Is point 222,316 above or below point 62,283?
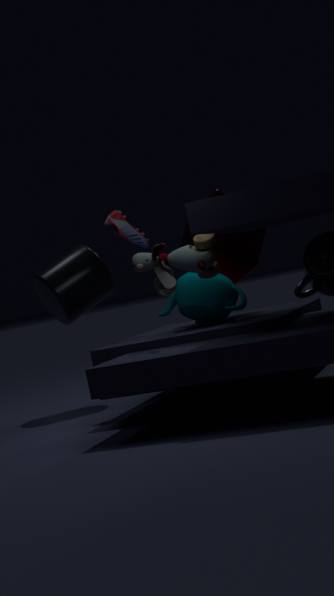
below
